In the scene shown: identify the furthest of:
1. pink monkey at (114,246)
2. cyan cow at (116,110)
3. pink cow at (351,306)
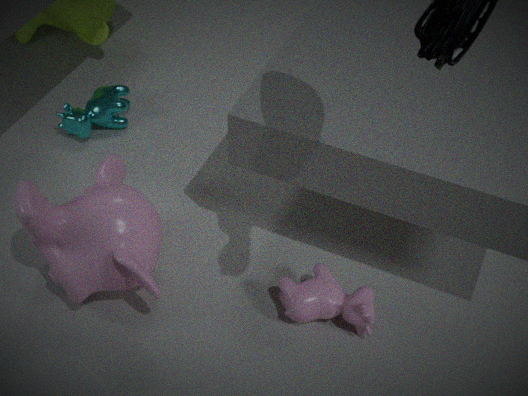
cyan cow at (116,110)
